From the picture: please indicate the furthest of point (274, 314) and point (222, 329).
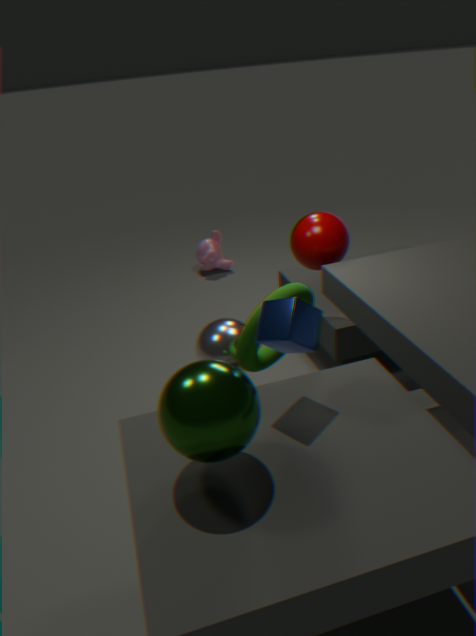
point (222, 329)
